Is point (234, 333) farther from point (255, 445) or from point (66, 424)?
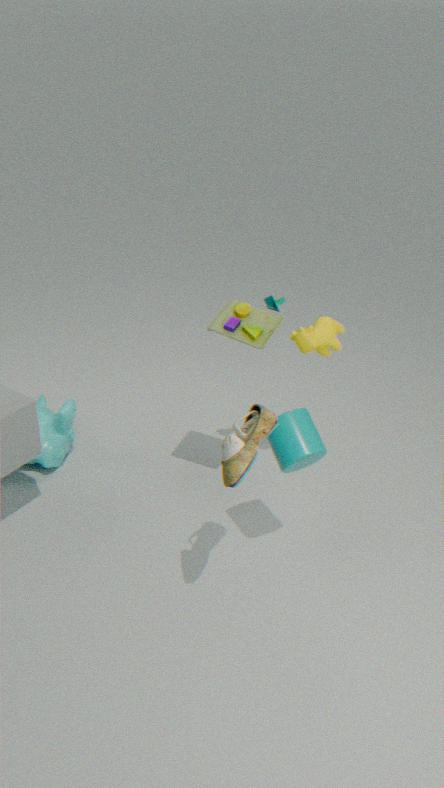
point (66, 424)
